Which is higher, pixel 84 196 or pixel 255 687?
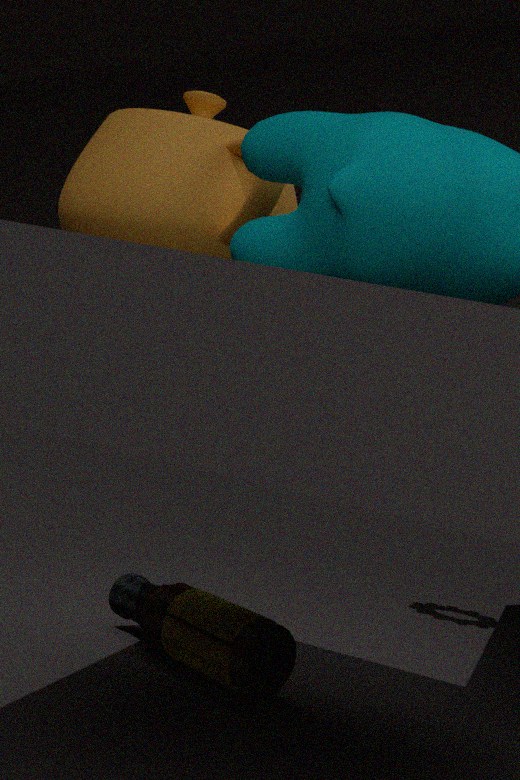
pixel 84 196
